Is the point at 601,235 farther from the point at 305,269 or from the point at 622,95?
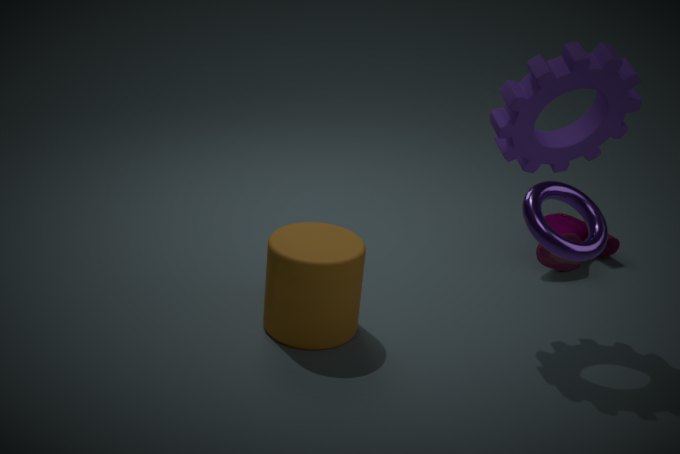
the point at 305,269
